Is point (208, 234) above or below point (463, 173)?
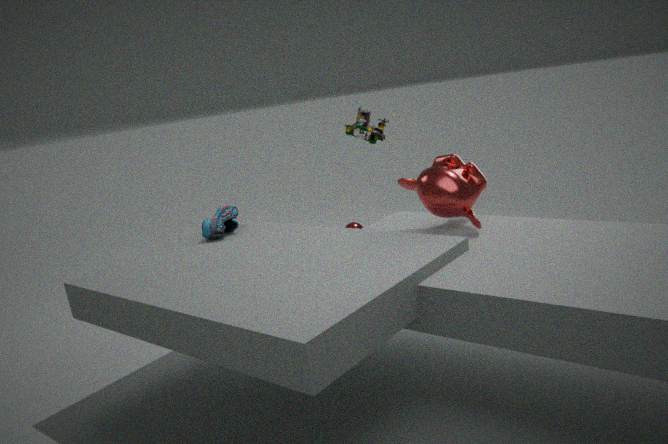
below
